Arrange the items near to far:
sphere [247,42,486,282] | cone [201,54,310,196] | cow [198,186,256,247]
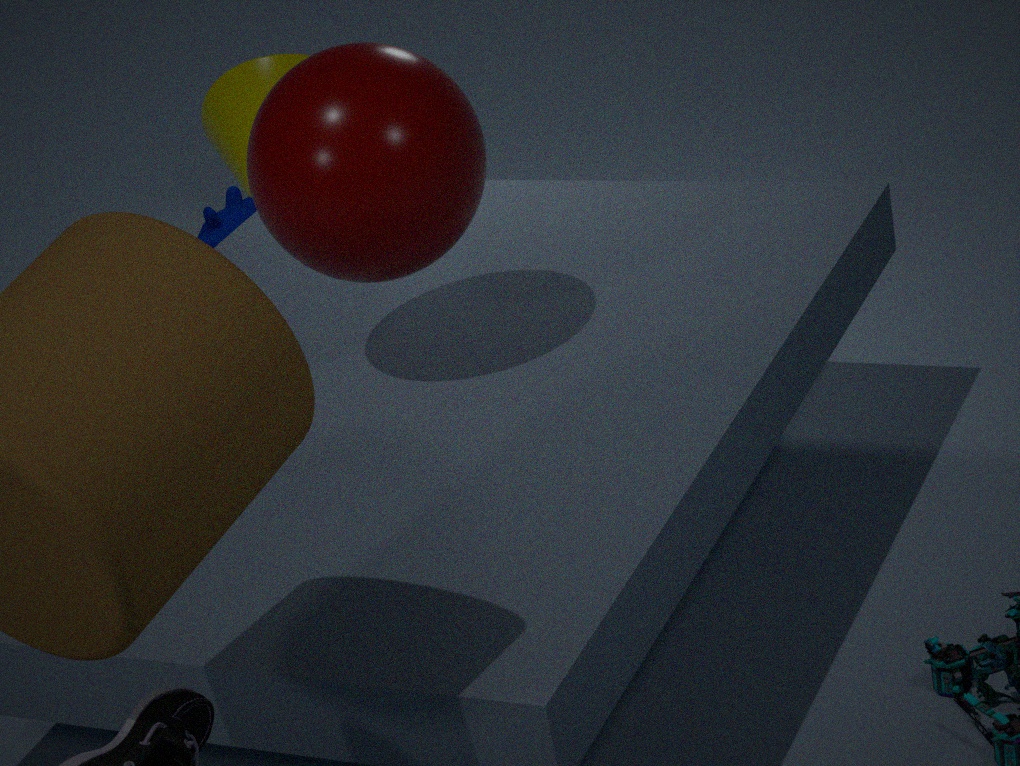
sphere [247,42,486,282]
cow [198,186,256,247]
cone [201,54,310,196]
